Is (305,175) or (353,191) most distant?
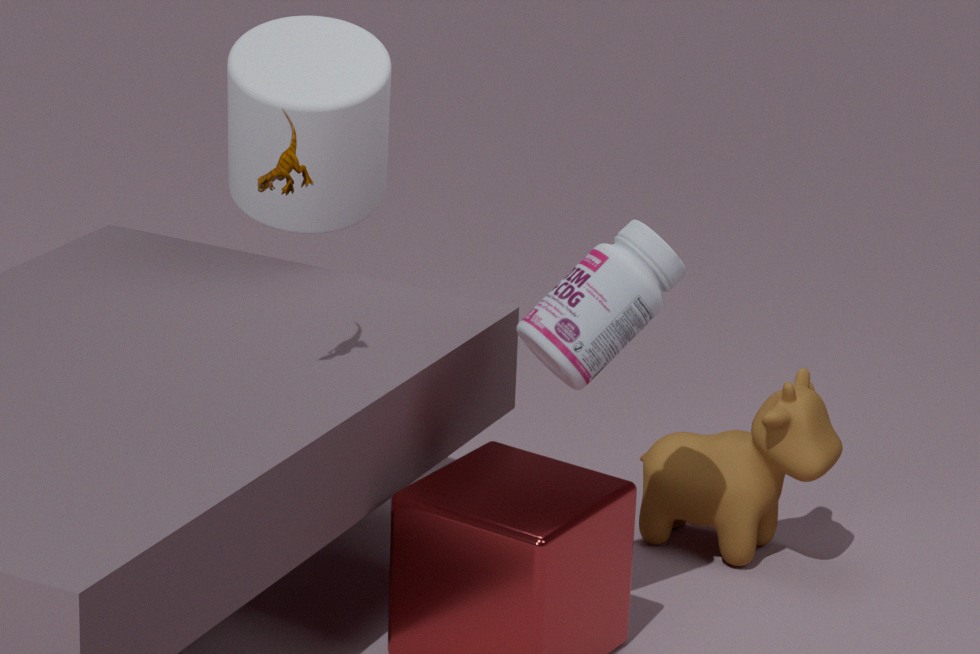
(353,191)
